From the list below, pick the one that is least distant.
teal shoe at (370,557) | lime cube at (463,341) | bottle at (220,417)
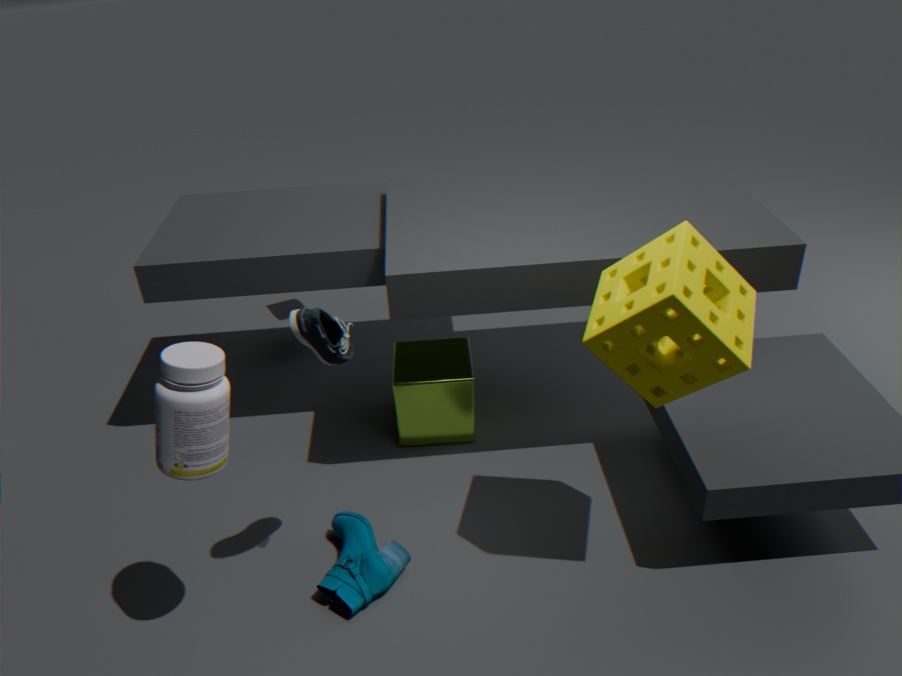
bottle at (220,417)
